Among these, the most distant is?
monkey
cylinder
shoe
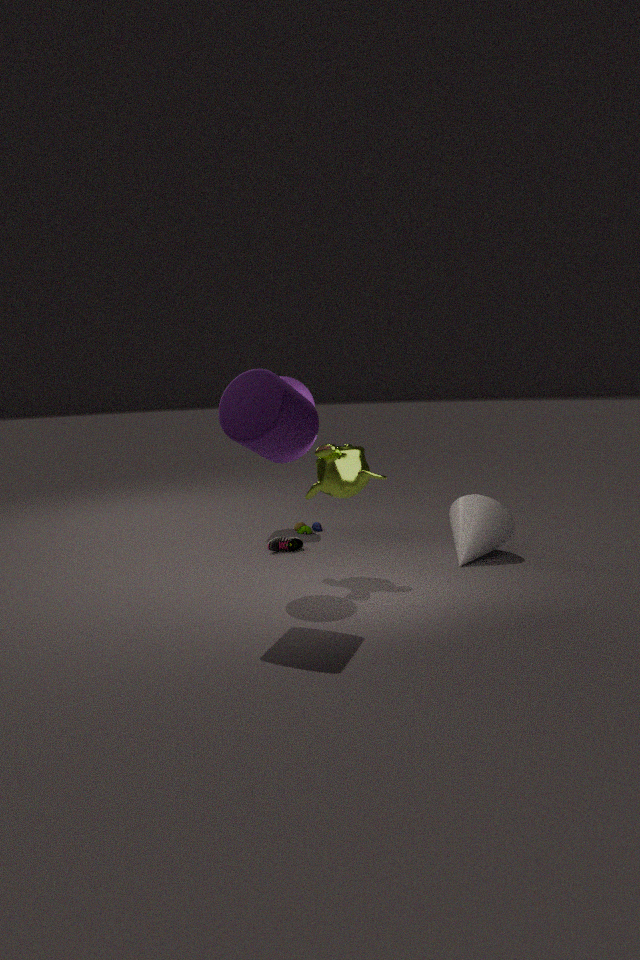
shoe
